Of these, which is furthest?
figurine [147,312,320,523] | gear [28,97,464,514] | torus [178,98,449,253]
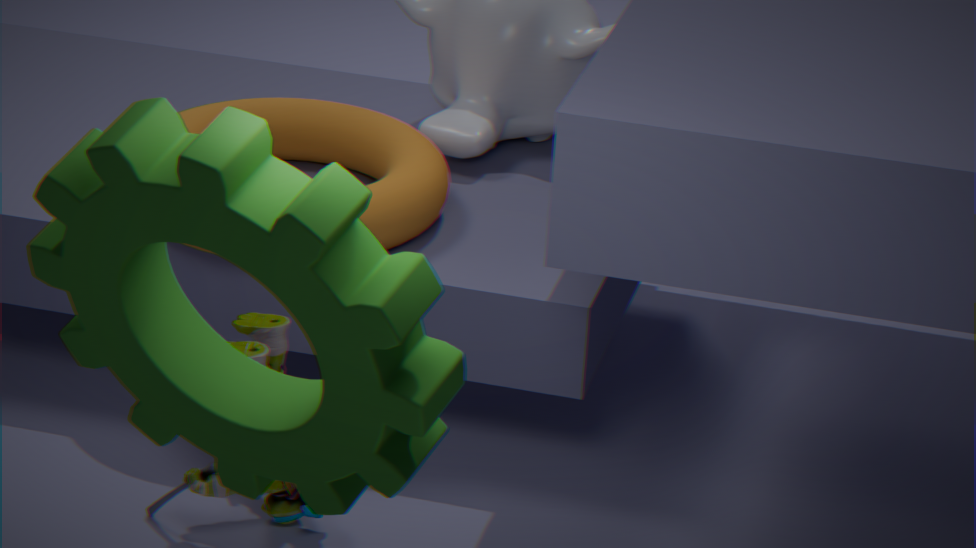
torus [178,98,449,253]
